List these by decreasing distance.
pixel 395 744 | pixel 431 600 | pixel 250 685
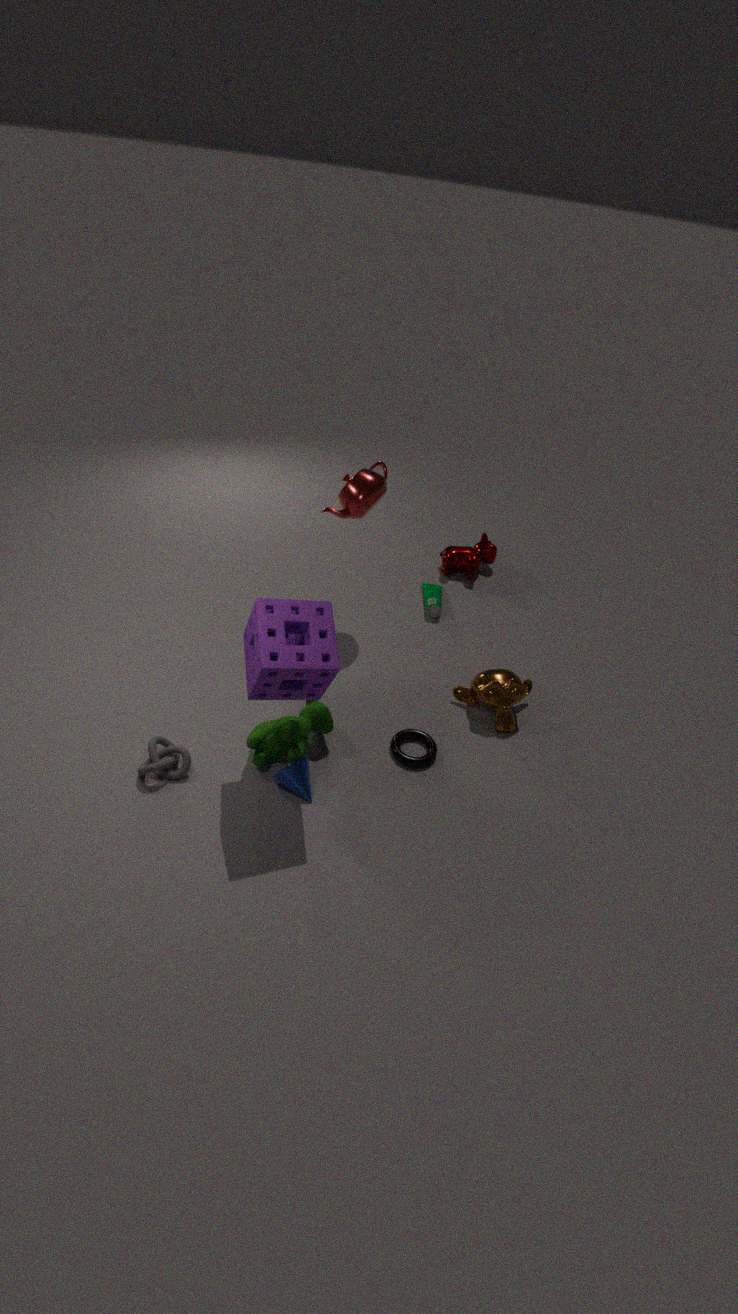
pixel 431 600, pixel 395 744, pixel 250 685
